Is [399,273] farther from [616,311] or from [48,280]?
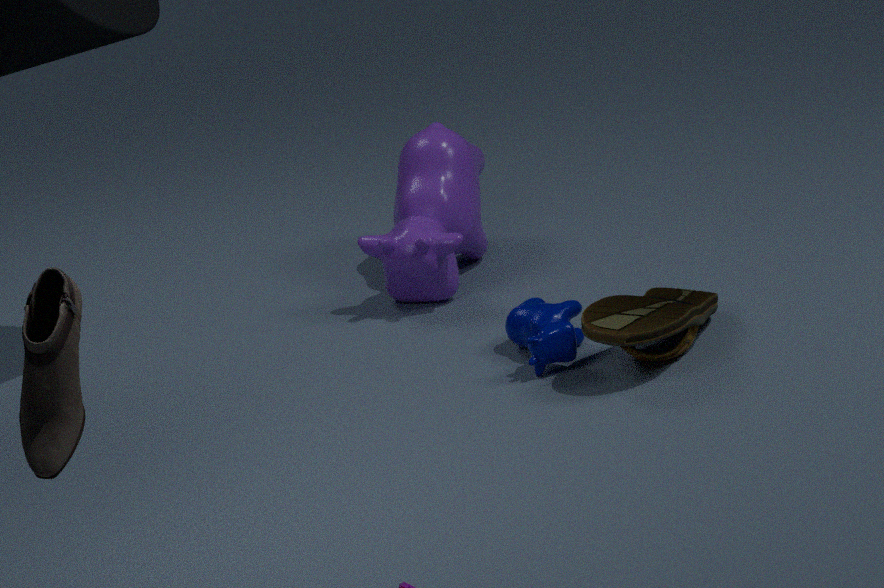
[48,280]
